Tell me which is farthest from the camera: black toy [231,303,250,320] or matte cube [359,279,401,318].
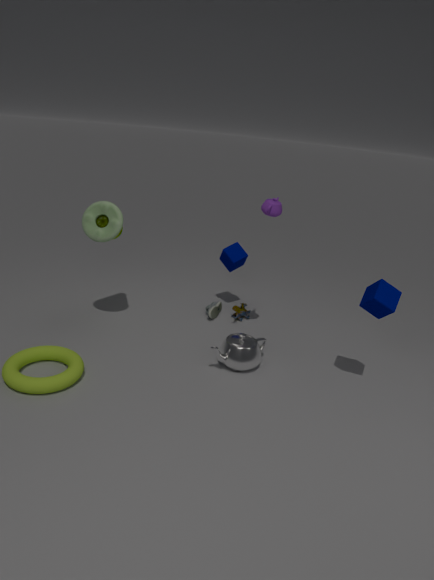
black toy [231,303,250,320]
